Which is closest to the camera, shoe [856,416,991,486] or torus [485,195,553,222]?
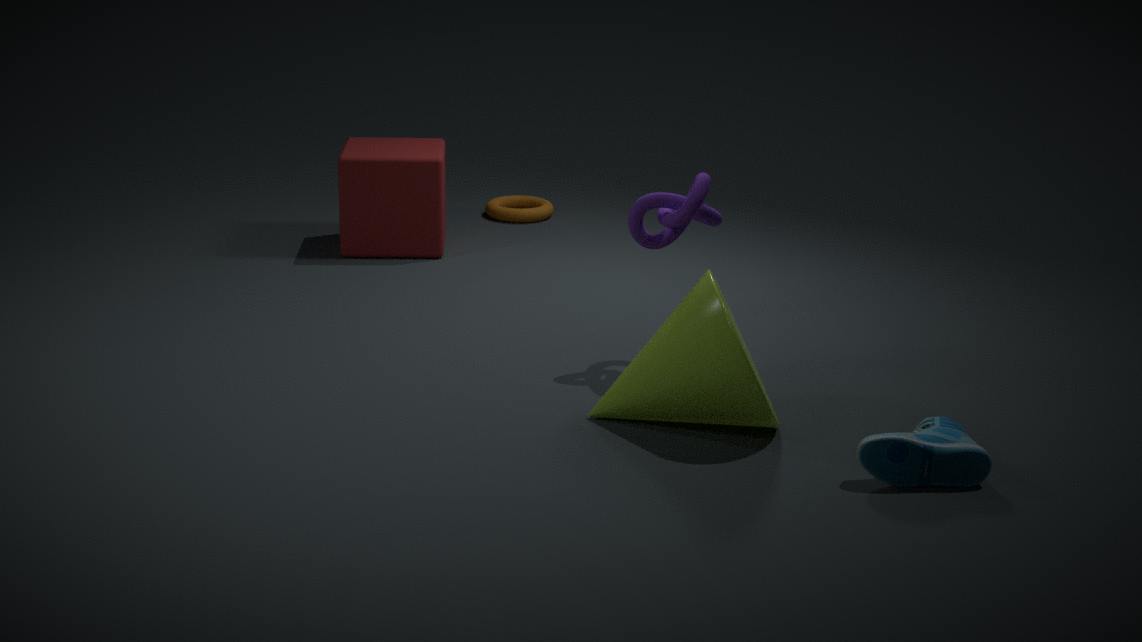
shoe [856,416,991,486]
